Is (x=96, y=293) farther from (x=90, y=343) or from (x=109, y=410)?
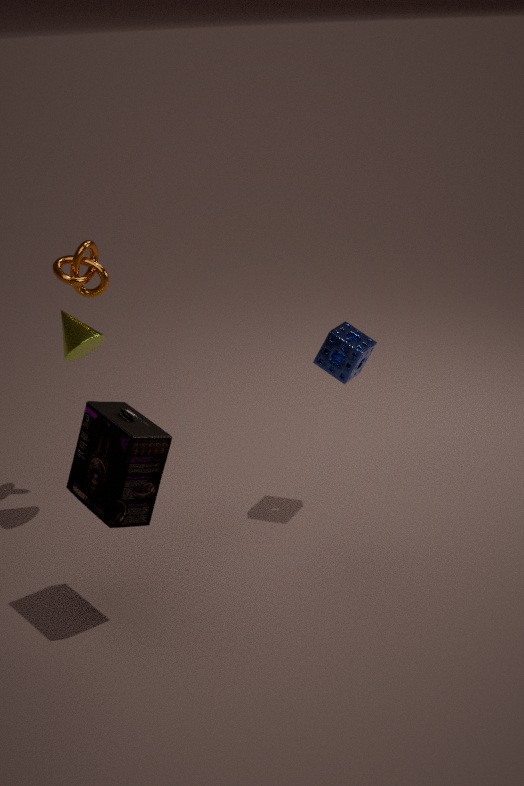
(x=109, y=410)
